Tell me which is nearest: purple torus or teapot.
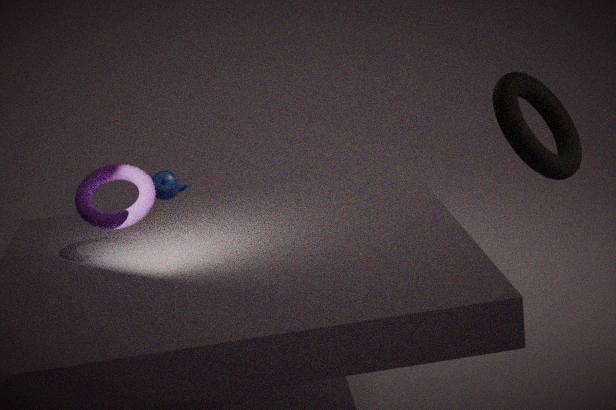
purple torus
